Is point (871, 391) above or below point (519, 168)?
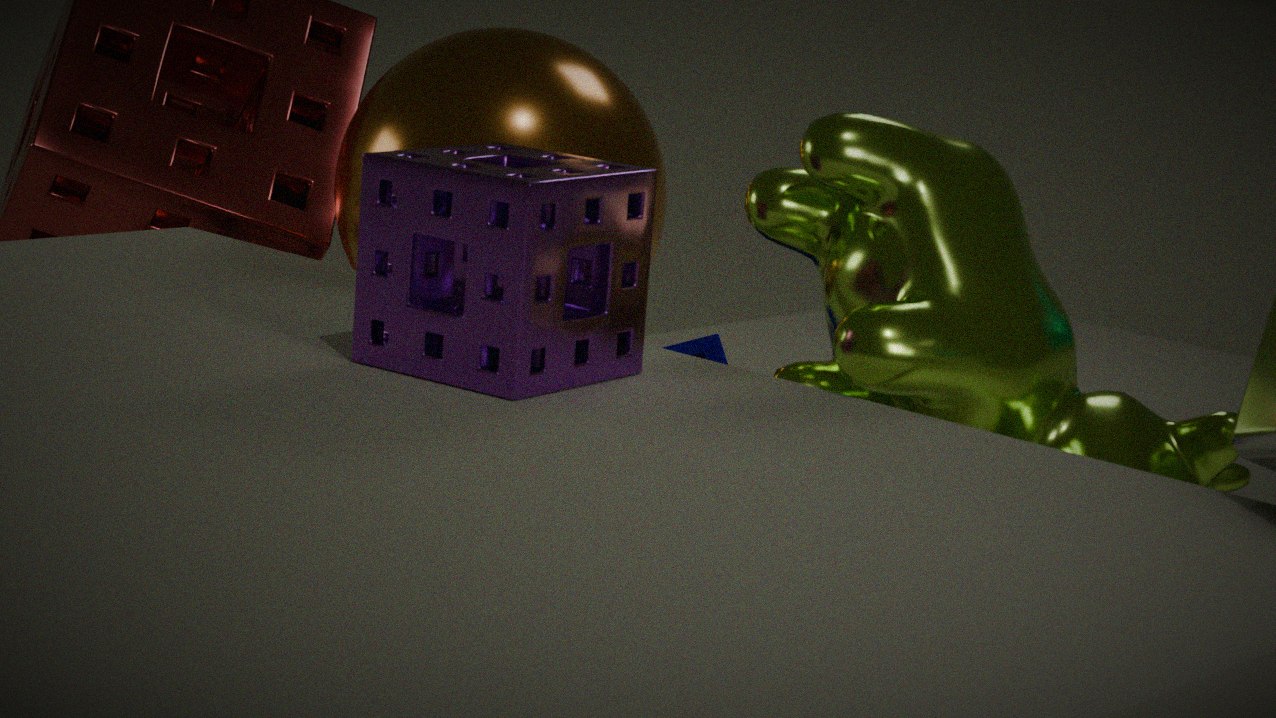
below
